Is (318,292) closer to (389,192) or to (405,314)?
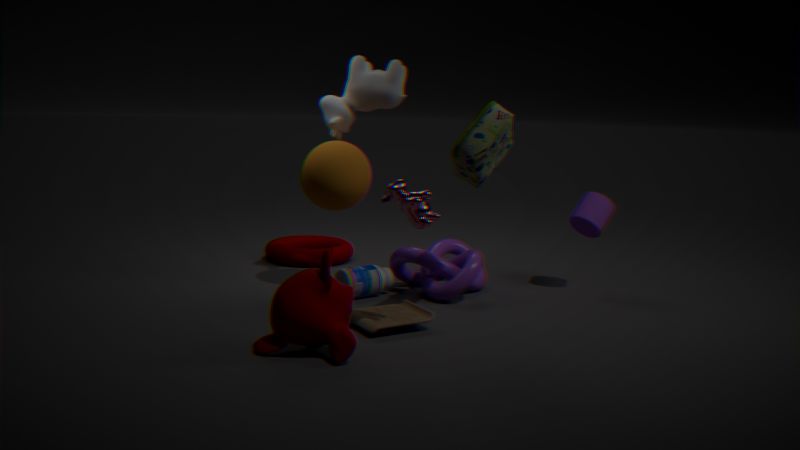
(405,314)
